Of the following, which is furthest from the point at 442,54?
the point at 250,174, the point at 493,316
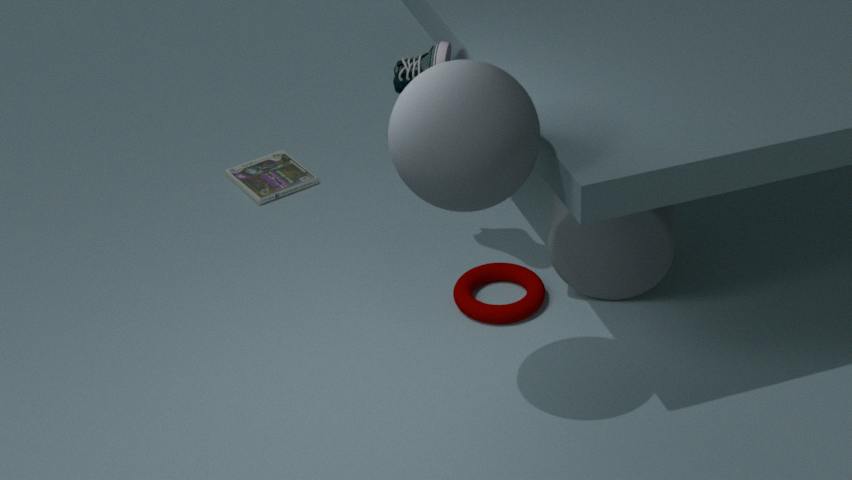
the point at 250,174
